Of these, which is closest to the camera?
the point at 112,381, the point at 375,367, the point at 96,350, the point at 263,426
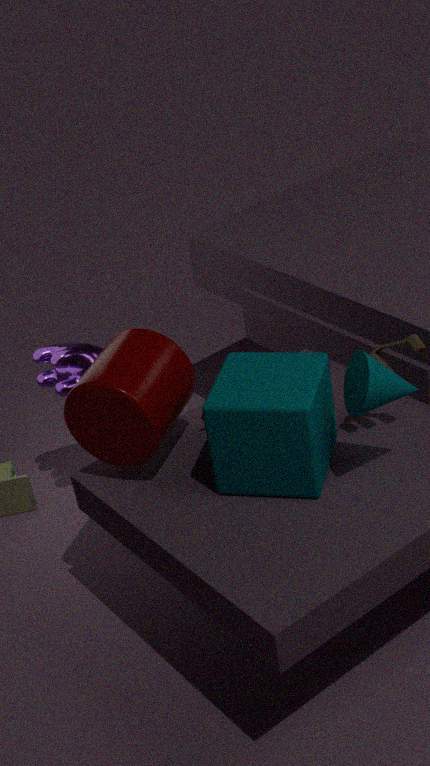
the point at 375,367
